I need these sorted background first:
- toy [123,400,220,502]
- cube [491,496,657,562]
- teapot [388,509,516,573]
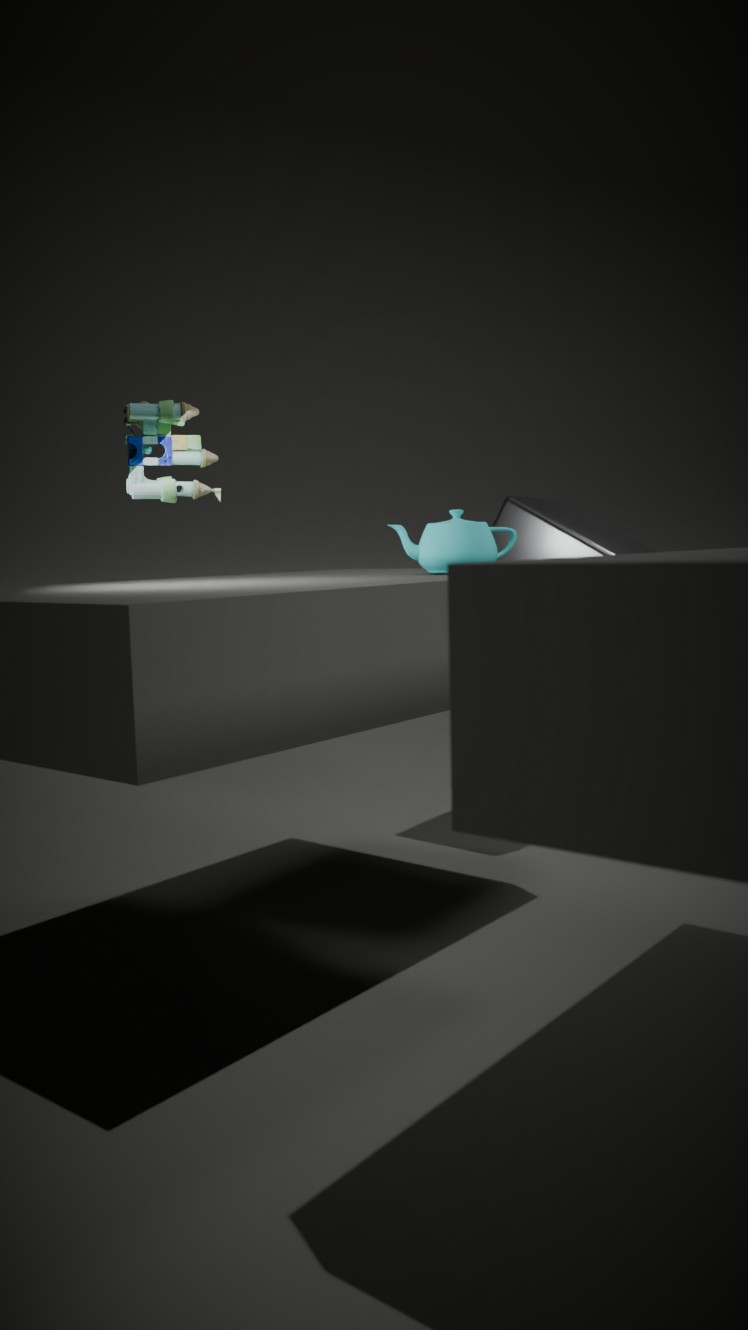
Answer: cube [491,496,657,562] < teapot [388,509,516,573] < toy [123,400,220,502]
